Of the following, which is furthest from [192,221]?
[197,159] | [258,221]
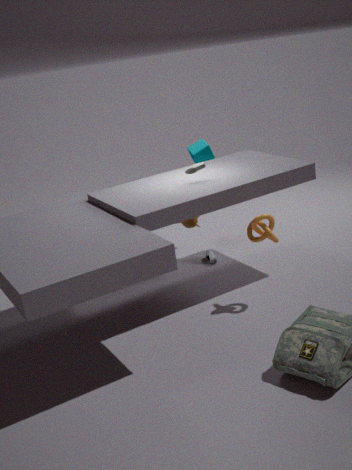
[258,221]
